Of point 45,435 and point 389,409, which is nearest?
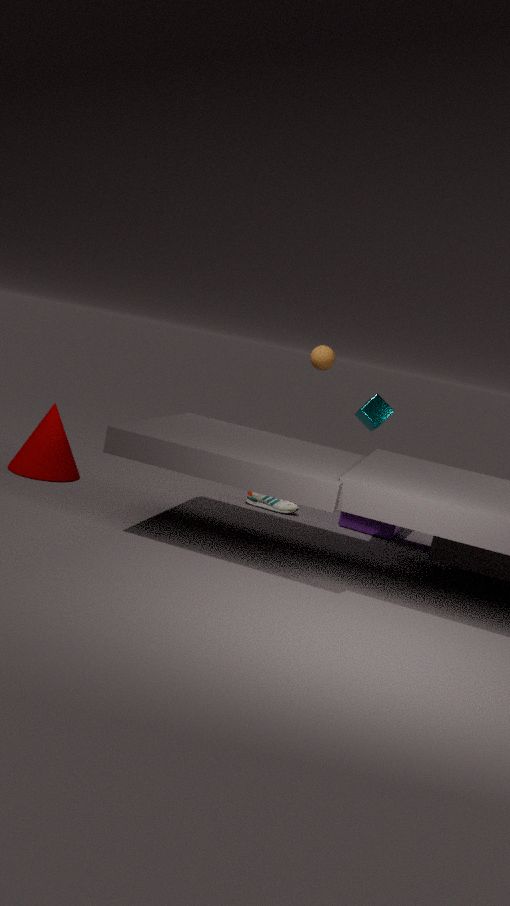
point 45,435
